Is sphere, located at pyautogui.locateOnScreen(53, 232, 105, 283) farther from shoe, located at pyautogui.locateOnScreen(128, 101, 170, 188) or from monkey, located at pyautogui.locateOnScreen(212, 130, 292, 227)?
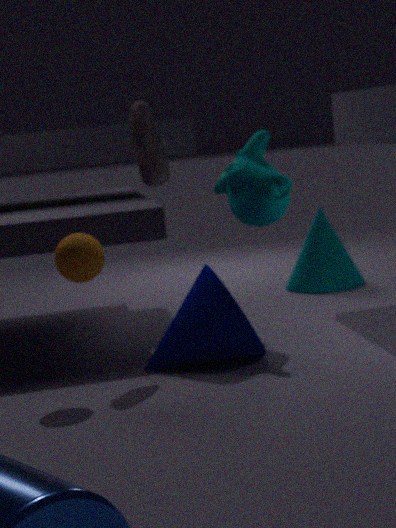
monkey, located at pyautogui.locateOnScreen(212, 130, 292, 227)
